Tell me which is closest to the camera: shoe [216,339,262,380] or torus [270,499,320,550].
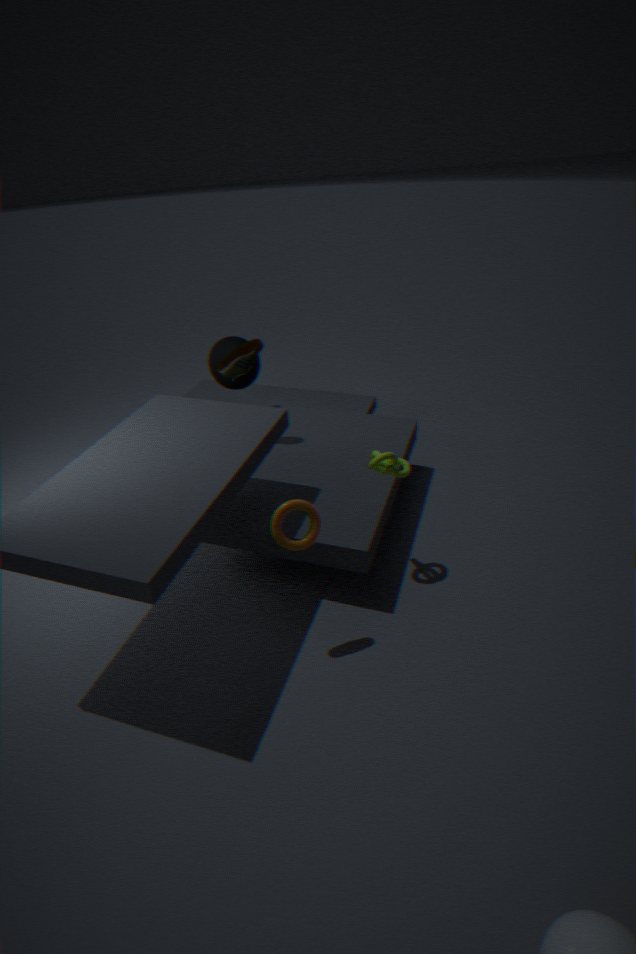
torus [270,499,320,550]
